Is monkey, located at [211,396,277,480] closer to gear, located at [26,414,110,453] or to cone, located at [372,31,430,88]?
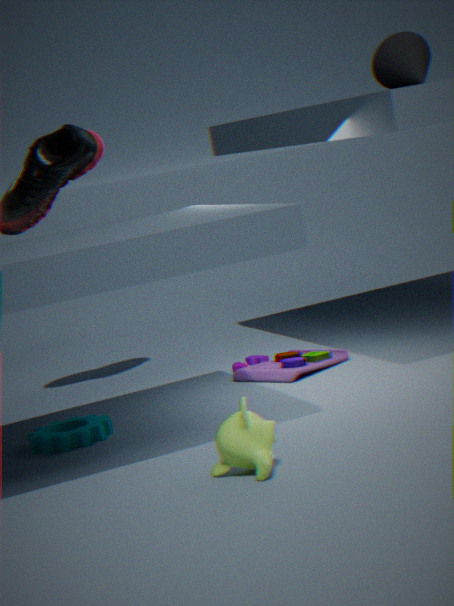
gear, located at [26,414,110,453]
